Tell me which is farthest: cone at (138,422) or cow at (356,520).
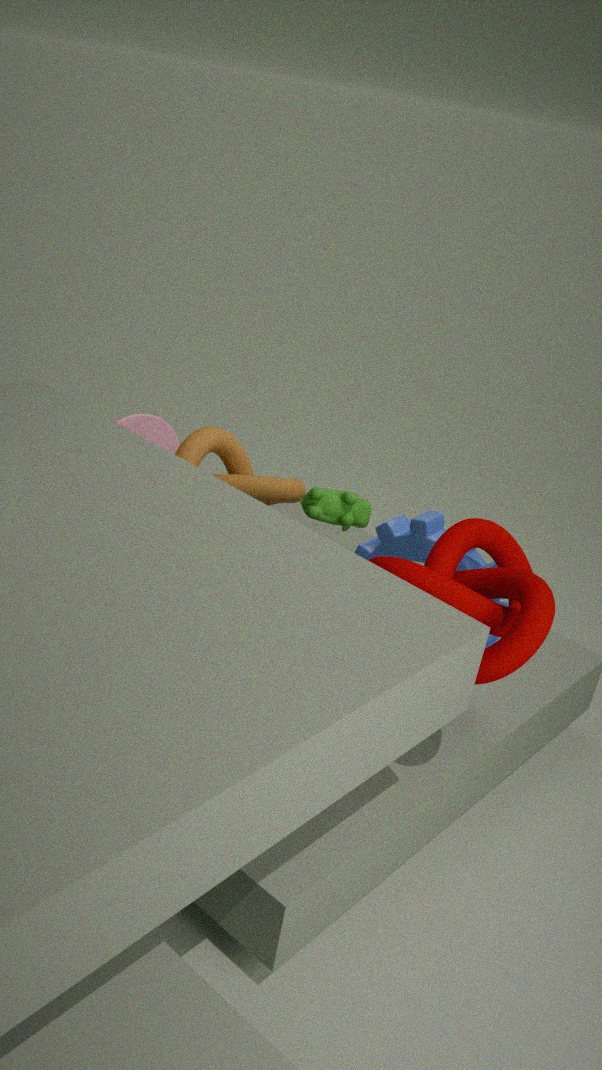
cone at (138,422)
